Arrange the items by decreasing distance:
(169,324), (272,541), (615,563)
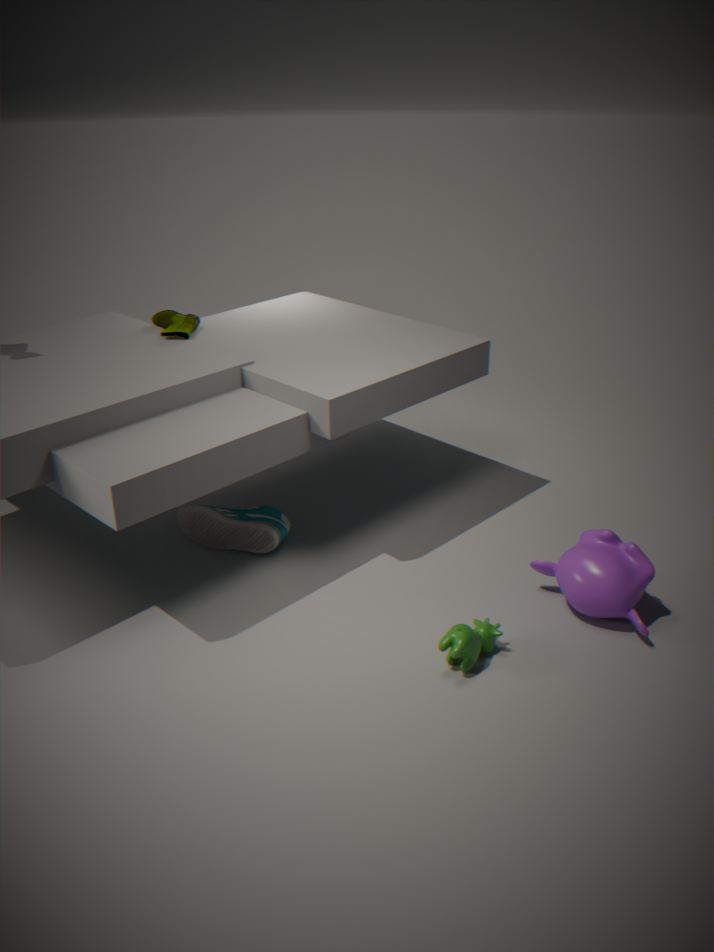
1. (169,324)
2. (272,541)
3. (615,563)
